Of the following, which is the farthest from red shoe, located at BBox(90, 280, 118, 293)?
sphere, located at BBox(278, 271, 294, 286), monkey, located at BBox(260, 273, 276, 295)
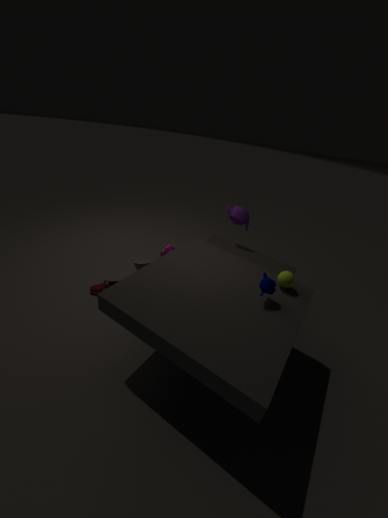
sphere, located at BBox(278, 271, 294, 286)
